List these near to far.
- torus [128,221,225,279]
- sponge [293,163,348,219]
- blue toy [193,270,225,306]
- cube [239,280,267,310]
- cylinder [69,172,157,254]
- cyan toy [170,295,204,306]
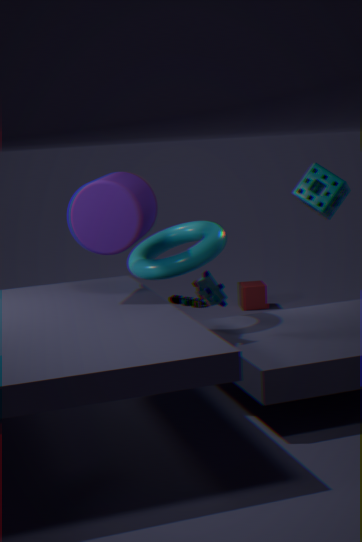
cylinder [69,172,157,254] < sponge [293,163,348,219] < blue toy [193,270,225,306] < torus [128,221,225,279] < cube [239,280,267,310] < cyan toy [170,295,204,306]
